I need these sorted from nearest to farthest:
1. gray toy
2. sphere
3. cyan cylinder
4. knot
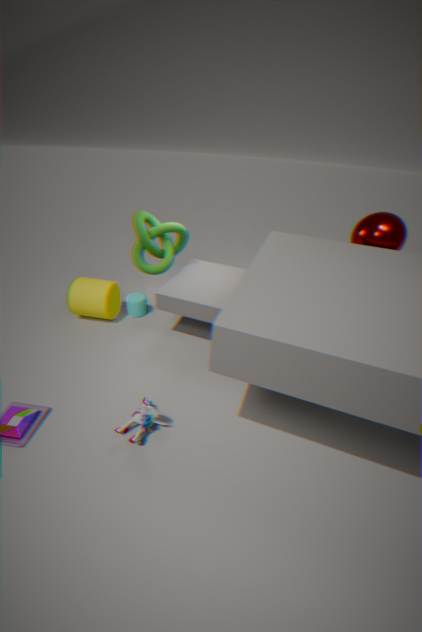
gray toy < sphere < knot < cyan cylinder
